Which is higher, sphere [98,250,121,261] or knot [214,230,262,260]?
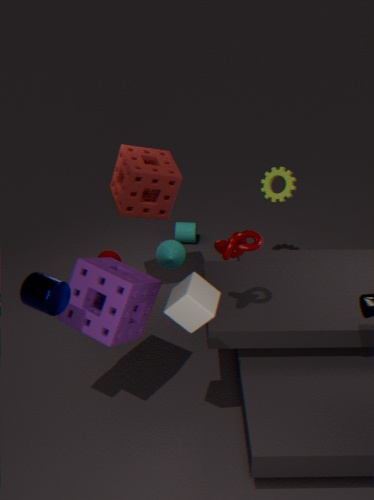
knot [214,230,262,260]
